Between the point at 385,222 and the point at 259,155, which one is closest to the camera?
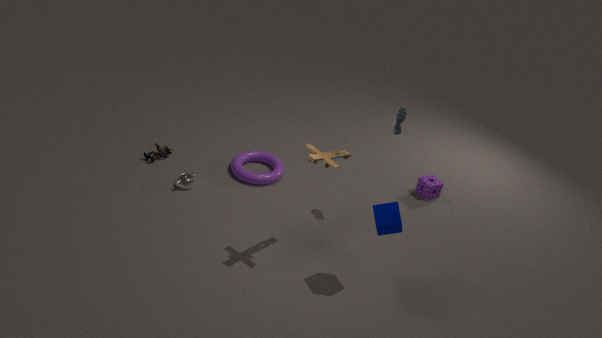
the point at 385,222
